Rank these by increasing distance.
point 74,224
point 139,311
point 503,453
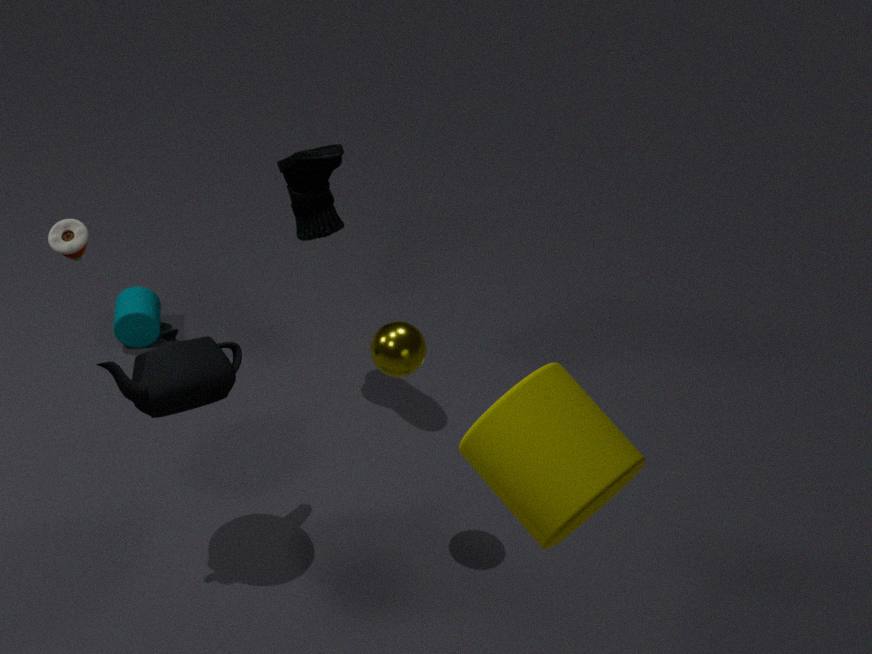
point 503,453, point 74,224, point 139,311
